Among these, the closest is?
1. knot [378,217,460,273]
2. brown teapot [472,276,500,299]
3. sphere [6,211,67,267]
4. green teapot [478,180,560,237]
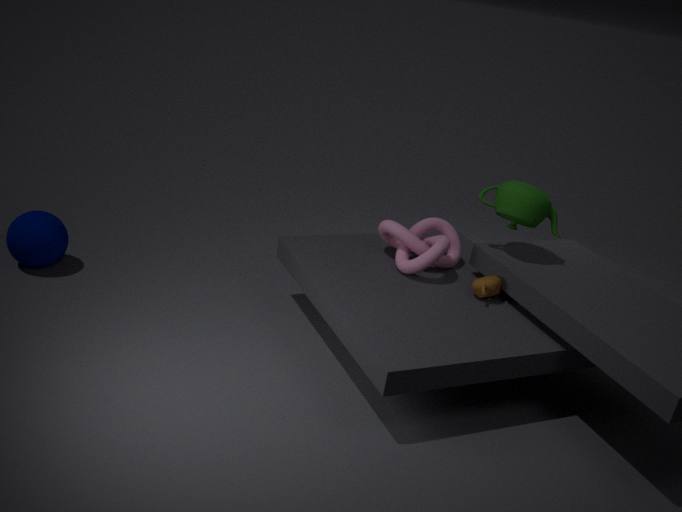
brown teapot [472,276,500,299]
